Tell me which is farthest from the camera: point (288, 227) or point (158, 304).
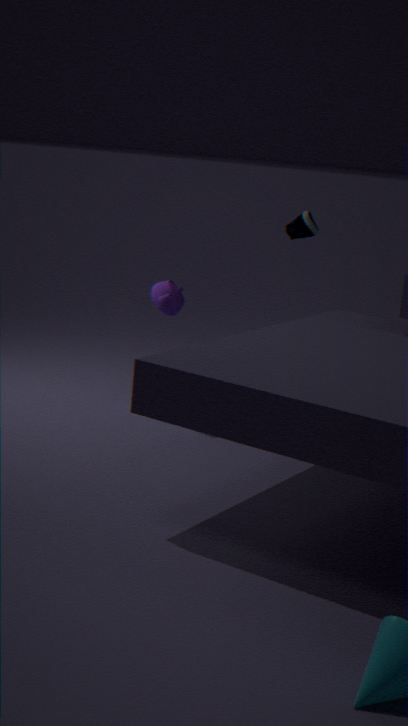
point (288, 227)
